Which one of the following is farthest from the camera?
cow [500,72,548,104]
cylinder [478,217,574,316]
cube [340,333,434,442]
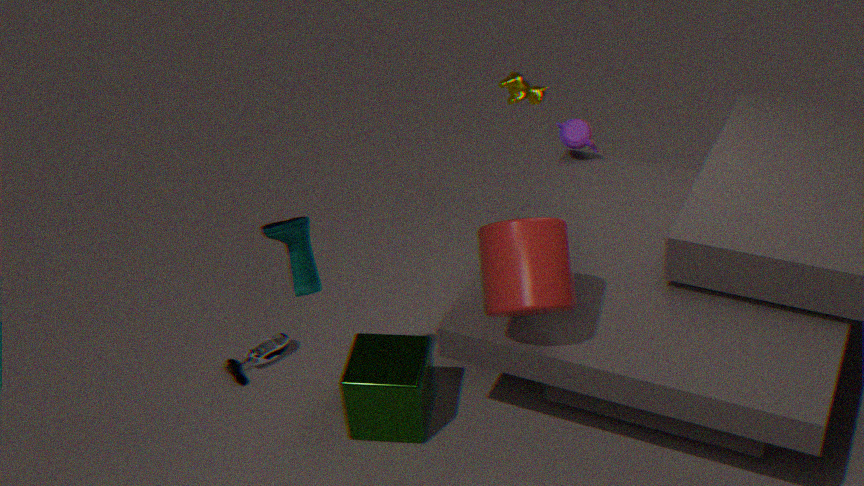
cow [500,72,548,104]
